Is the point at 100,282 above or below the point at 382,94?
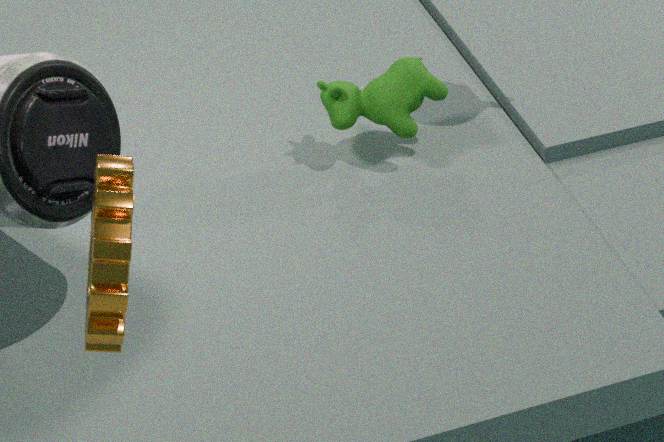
above
